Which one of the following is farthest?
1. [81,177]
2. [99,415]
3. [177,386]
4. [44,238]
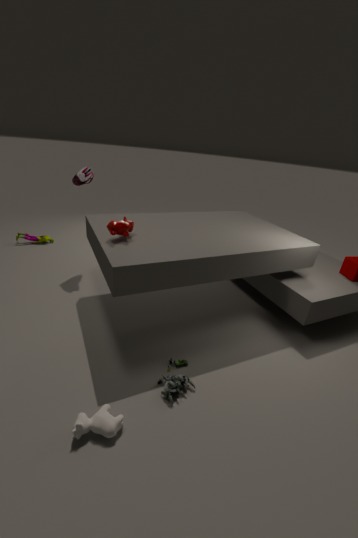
[44,238]
